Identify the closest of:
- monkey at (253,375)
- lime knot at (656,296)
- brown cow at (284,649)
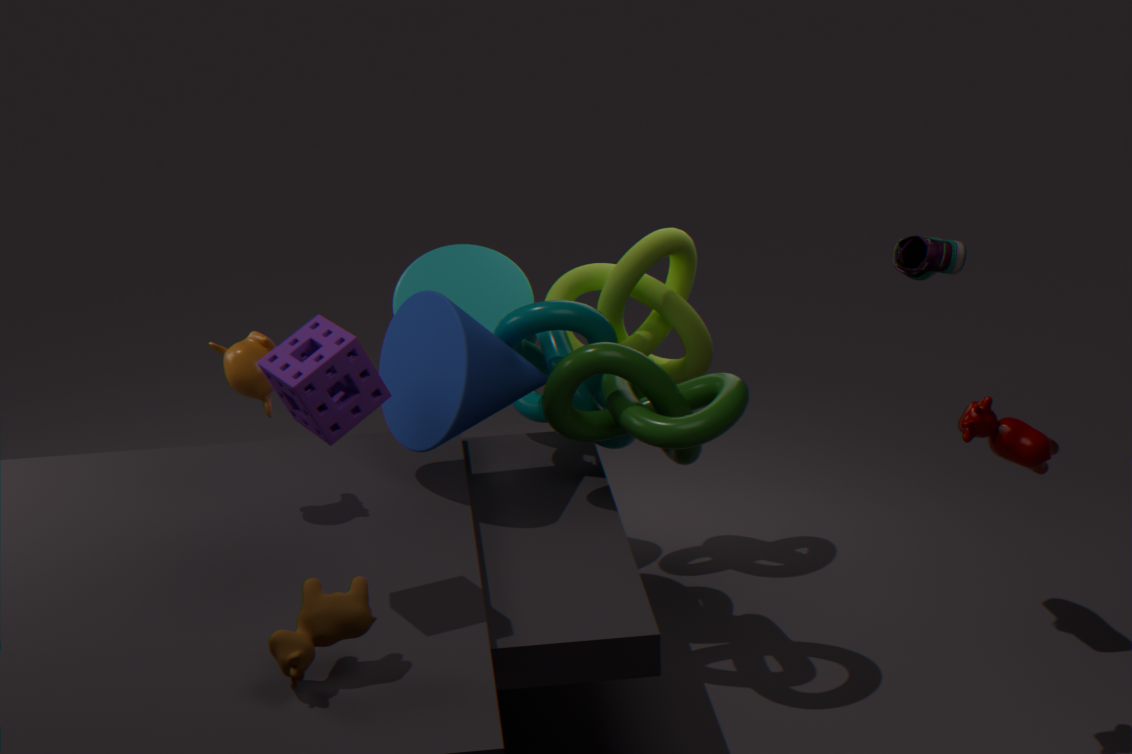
brown cow at (284,649)
